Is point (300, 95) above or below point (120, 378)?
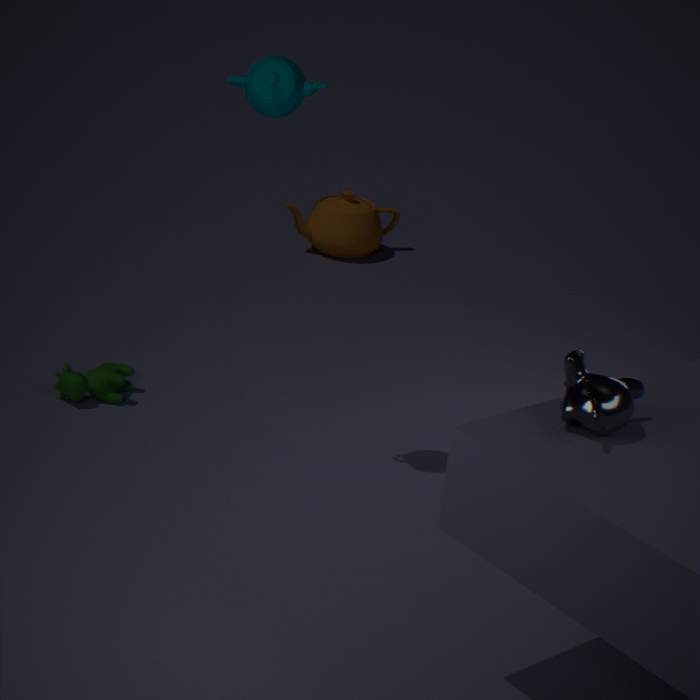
above
